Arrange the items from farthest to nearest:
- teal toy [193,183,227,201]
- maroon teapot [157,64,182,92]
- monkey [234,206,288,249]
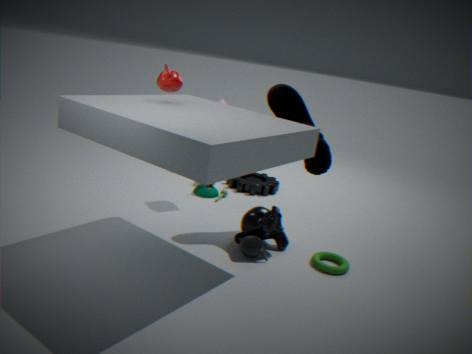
teal toy [193,183,227,201]
monkey [234,206,288,249]
maroon teapot [157,64,182,92]
